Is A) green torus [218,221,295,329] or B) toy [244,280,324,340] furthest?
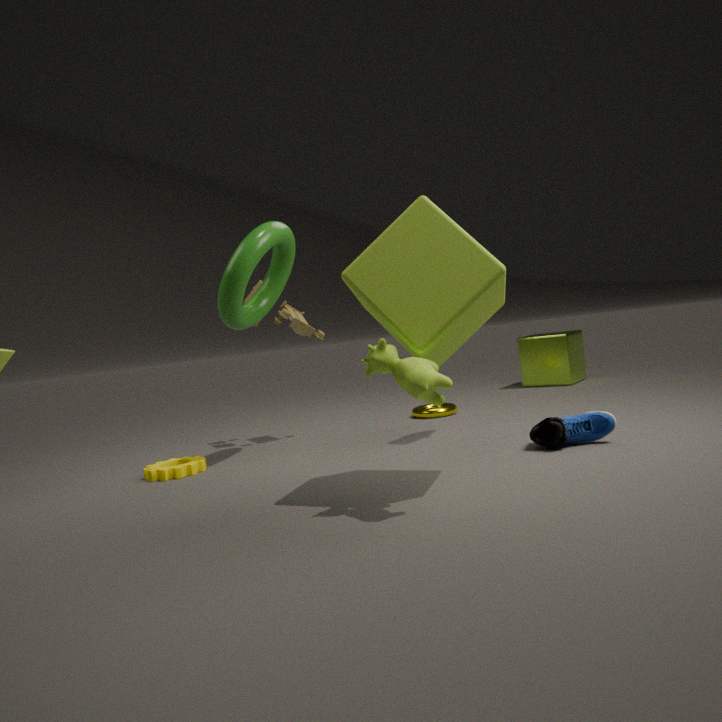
B. toy [244,280,324,340]
